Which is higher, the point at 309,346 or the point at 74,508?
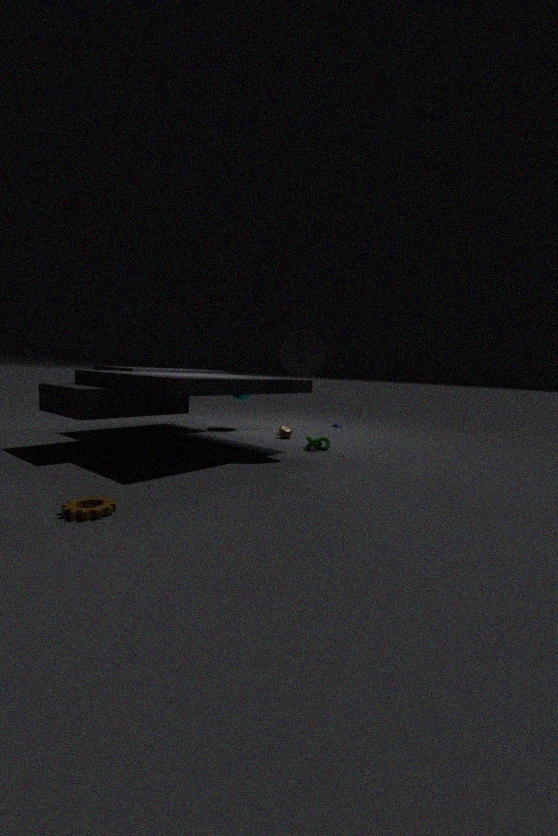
→ the point at 309,346
